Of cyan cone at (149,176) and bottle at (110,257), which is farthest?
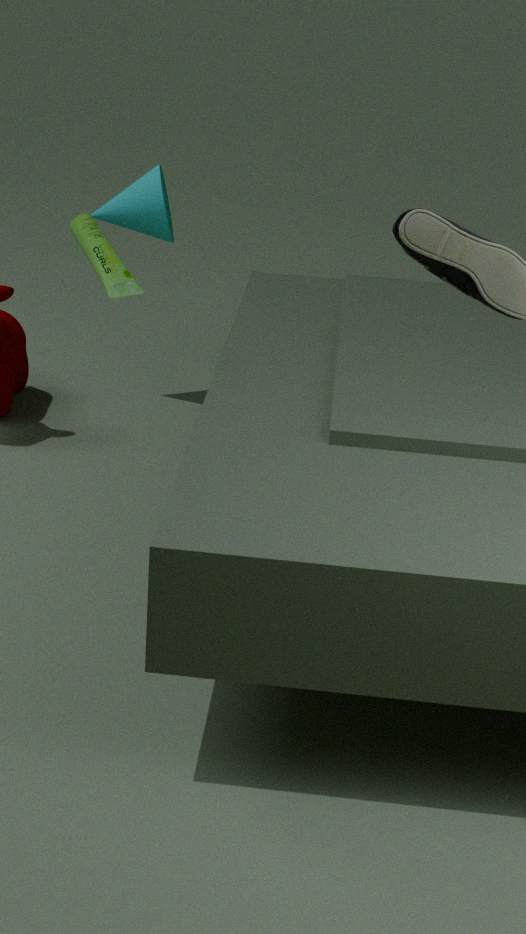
cyan cone at (149,176)
